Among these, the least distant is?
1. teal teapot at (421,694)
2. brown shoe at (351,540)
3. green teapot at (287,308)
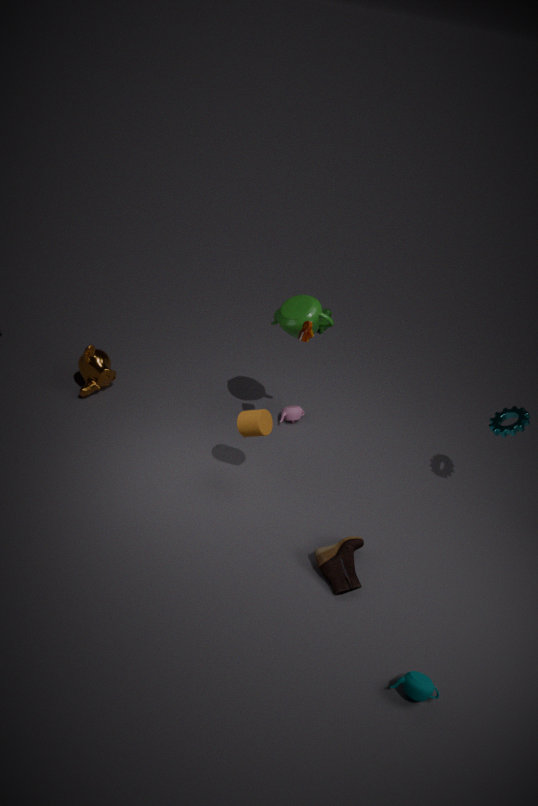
teal teapot at (421,694)
